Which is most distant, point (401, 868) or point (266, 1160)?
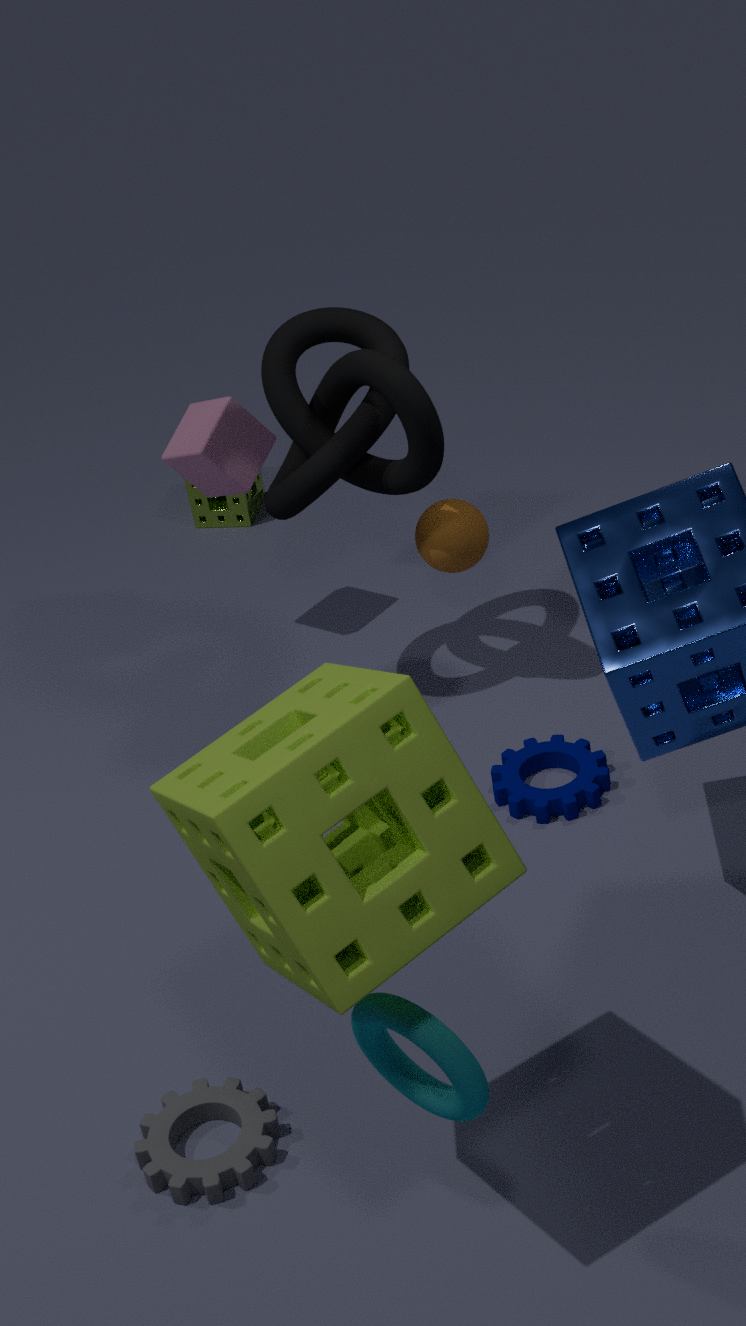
point (266, 1160)
